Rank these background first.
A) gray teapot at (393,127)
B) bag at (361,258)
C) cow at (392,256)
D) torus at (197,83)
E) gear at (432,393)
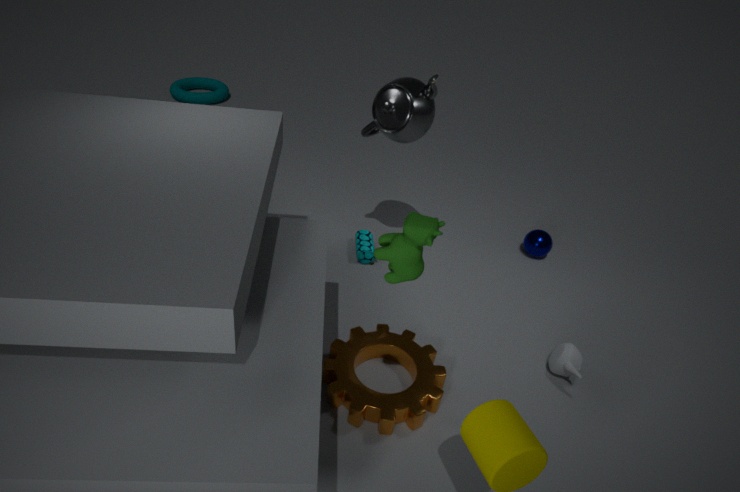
1. torus at (197,83)
2. bag at (361,258)
3. gray teapot at (393,127)
4. gear at (432,393)
5. cow at (392,256)
